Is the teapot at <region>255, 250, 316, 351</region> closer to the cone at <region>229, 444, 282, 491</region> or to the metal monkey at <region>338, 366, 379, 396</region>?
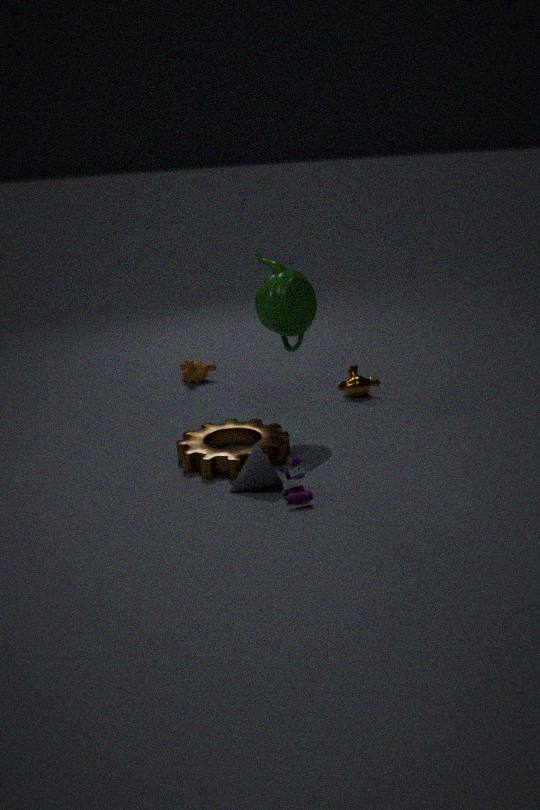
the metal monkey at <region>338, 366, 379, 396</region>
